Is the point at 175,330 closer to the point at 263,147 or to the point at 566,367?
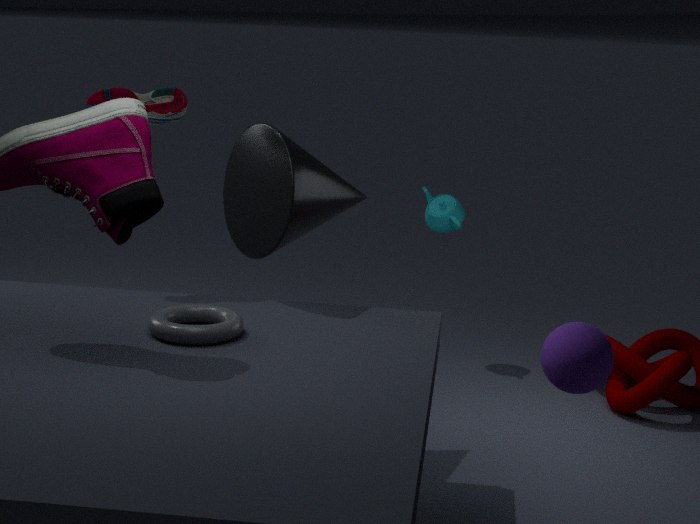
the point at 263,147
